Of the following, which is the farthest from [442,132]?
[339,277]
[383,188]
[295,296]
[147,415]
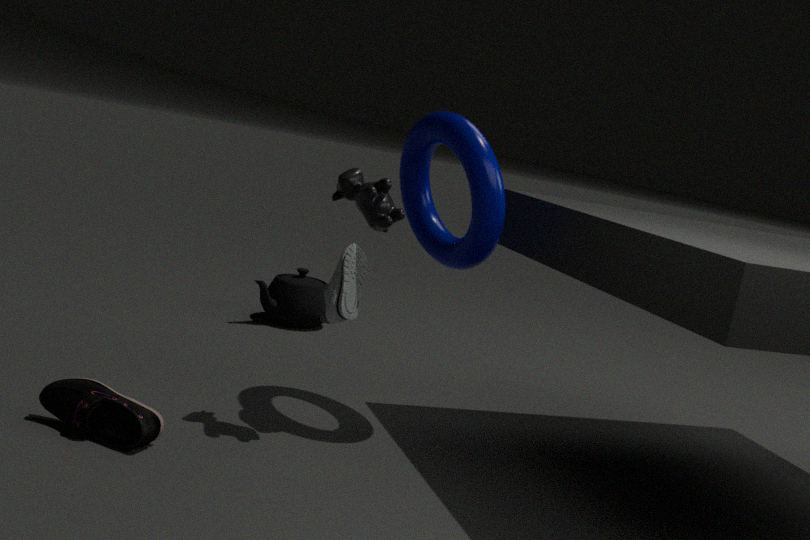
[295,296]
